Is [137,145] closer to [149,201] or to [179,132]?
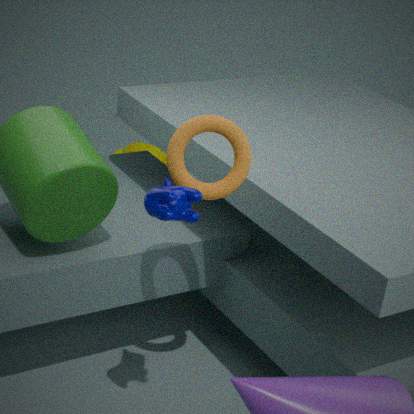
[179,132]
